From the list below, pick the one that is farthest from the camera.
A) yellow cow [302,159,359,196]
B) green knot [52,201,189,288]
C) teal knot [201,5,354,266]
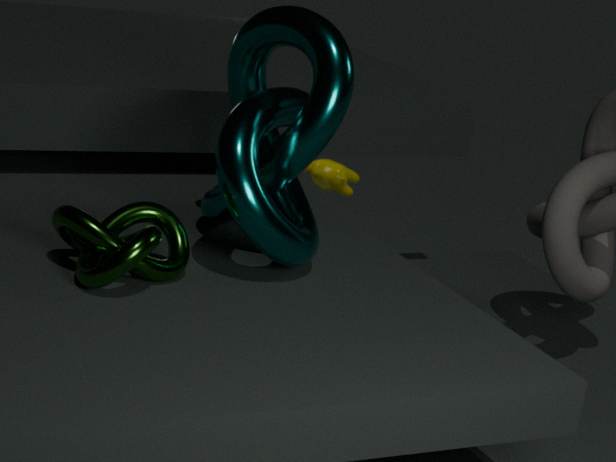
yellow cow [302,159,359,196]
